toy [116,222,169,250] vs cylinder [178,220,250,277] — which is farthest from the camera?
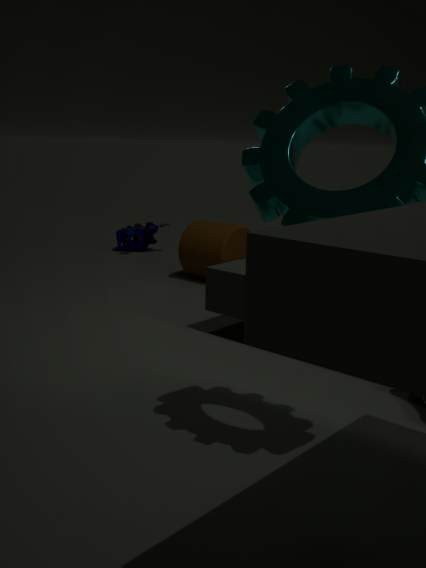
toy [116,222,169,250]
